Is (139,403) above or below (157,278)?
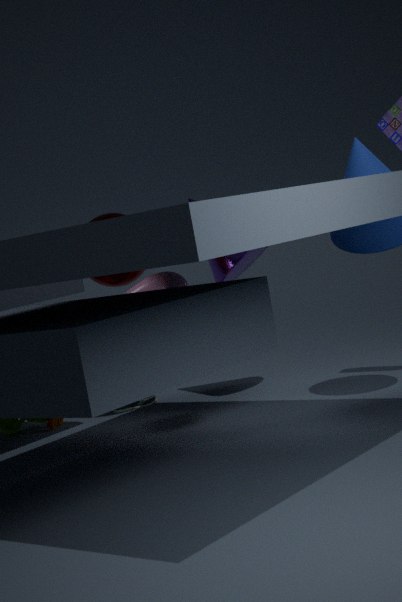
below
